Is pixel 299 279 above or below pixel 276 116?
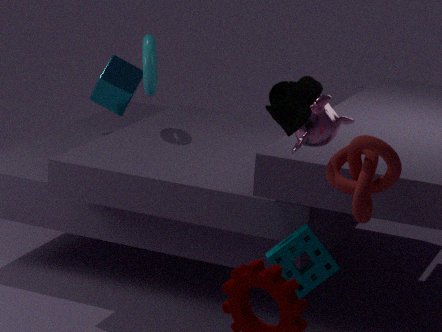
below
